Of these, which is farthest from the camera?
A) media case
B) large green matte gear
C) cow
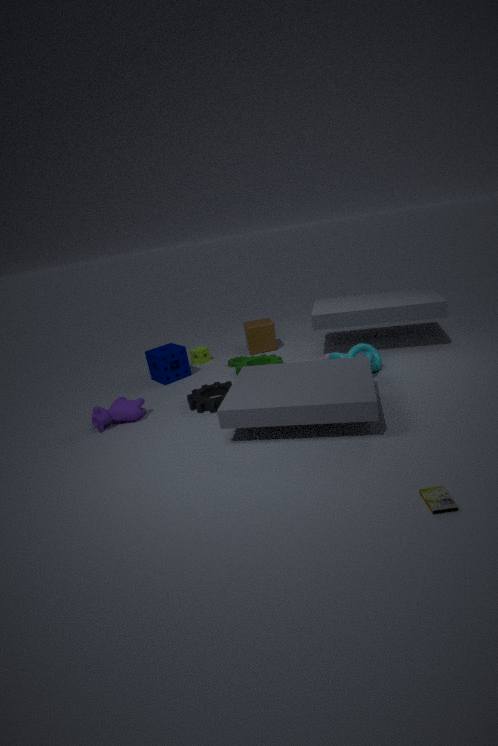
large green matte gear
